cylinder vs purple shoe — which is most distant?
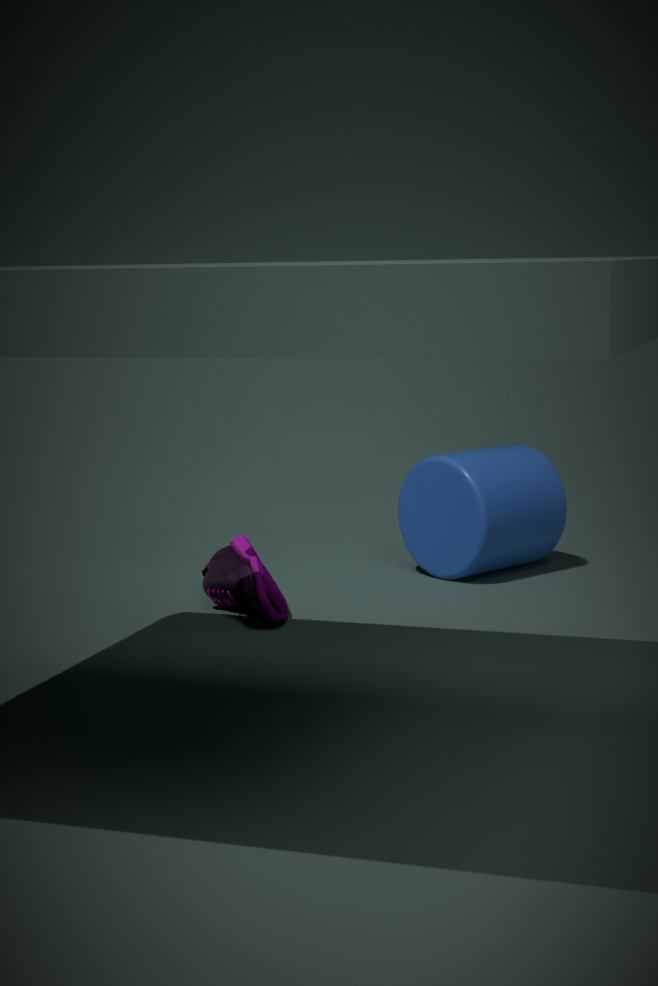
cylinder
